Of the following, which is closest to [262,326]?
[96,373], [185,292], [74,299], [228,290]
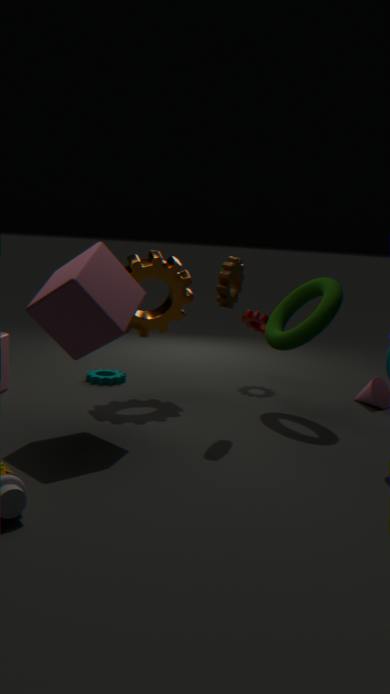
[185,292]
